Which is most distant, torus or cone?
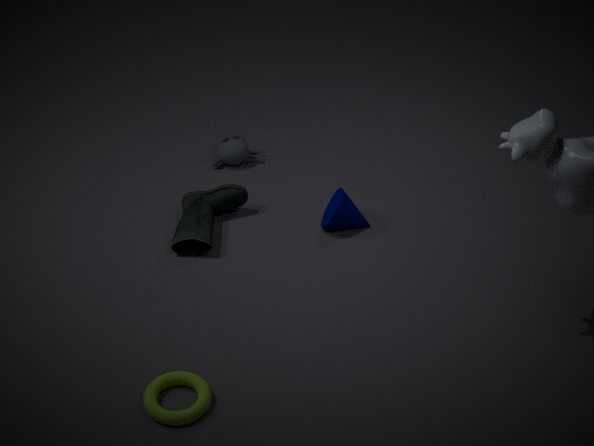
cone
